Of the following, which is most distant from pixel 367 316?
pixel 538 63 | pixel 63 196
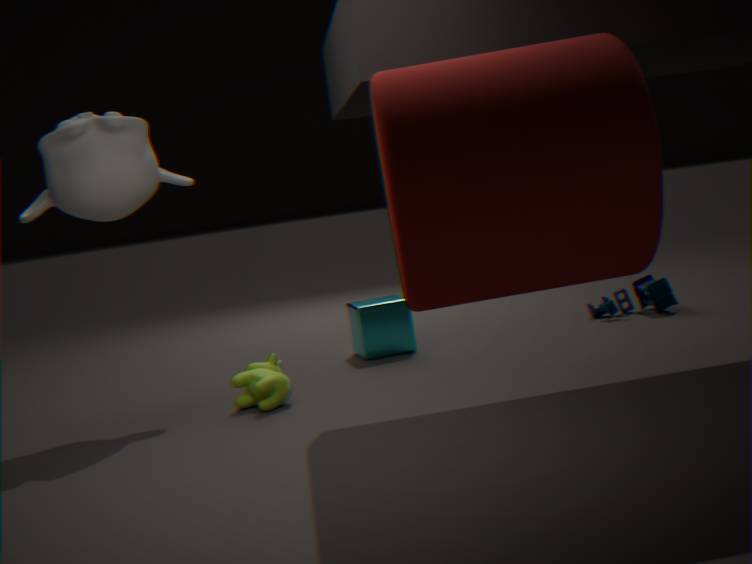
pixel 538 63
